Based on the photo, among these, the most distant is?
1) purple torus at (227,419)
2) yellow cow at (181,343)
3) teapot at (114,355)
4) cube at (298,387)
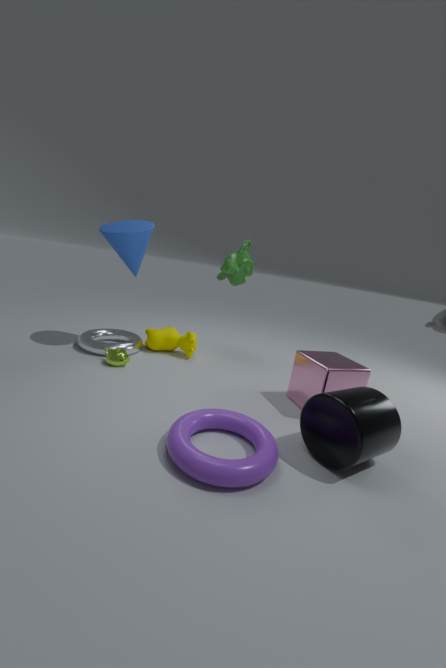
2. yellow cow at (181,343)
